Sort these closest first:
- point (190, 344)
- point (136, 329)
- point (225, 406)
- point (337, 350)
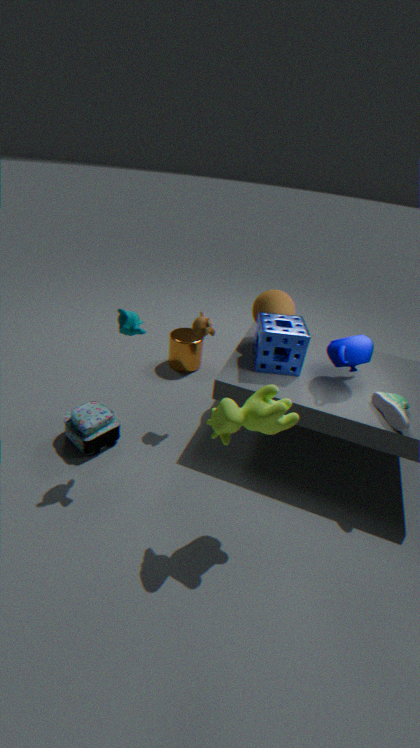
point (225, 406) < point (136, 329) < point (337, 350) < point (190, 344)
